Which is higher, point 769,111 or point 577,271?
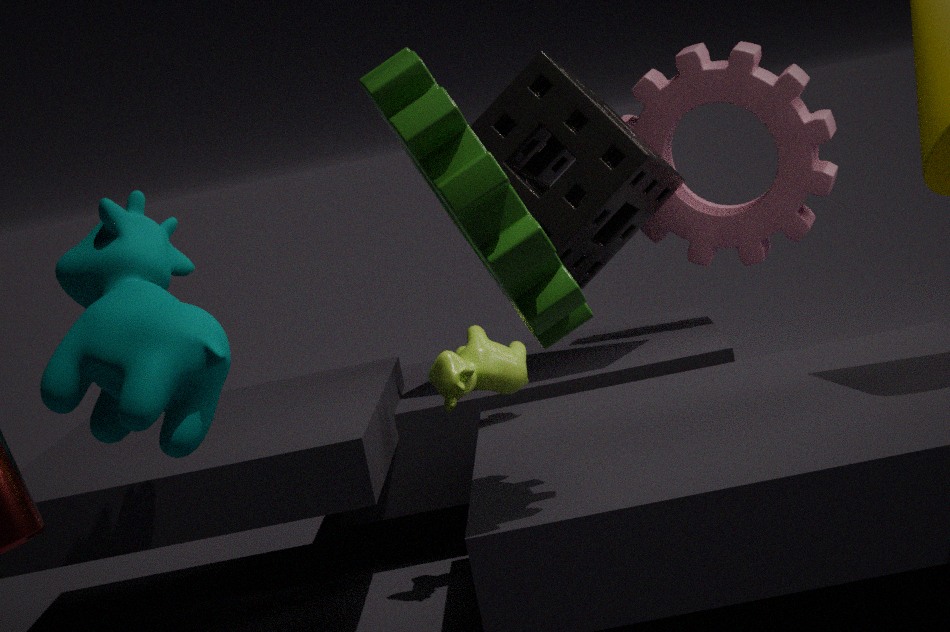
point 577,271
